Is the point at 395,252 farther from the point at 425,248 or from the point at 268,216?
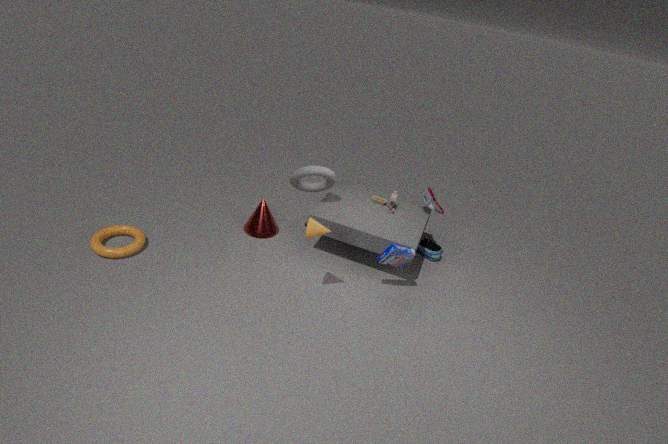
the point at 268,216
